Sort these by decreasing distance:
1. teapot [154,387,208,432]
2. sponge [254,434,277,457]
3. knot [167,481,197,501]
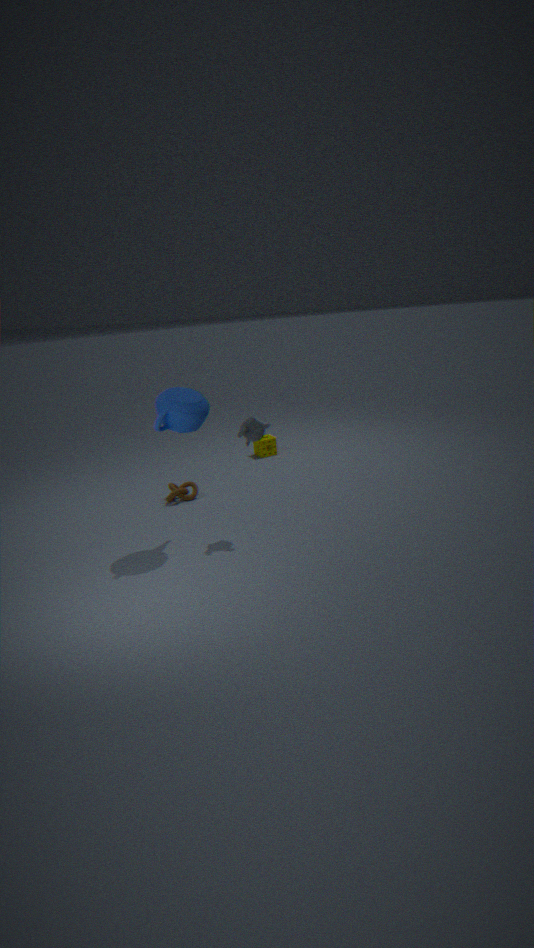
sponge [254,434,277,457] → knot [167,481,197,501] → teapot [154,387,208,432]
